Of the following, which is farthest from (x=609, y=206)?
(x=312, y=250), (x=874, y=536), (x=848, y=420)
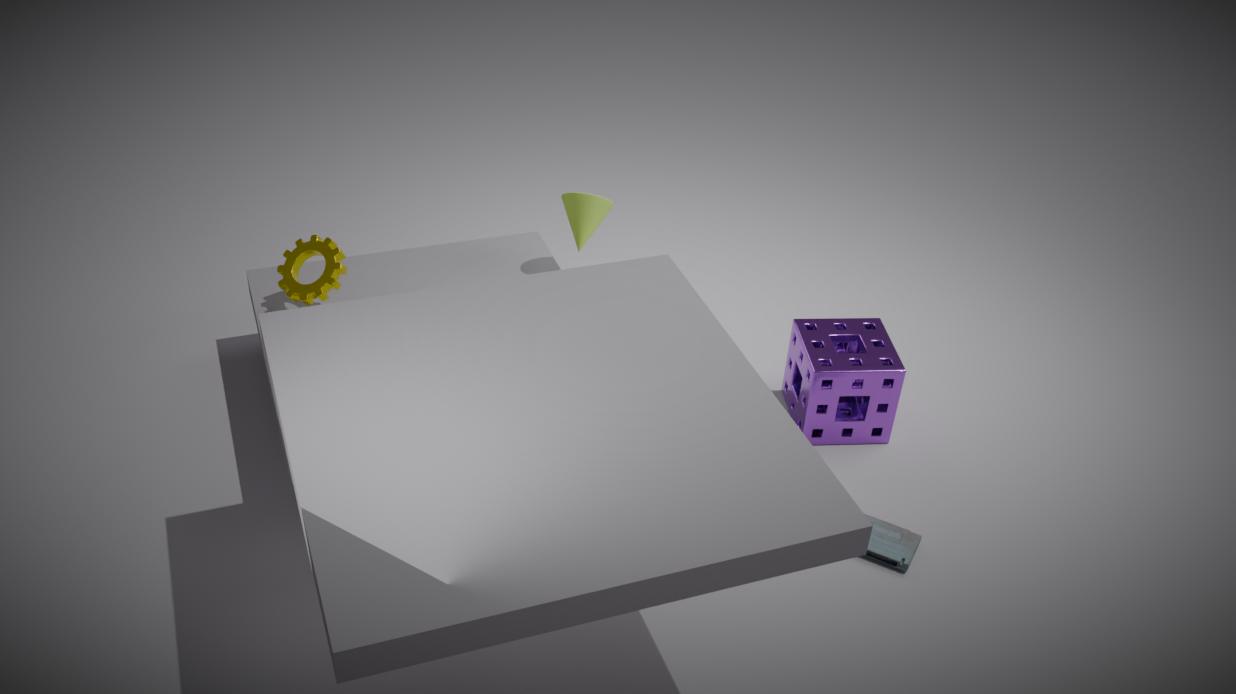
(x=874, y=536)
